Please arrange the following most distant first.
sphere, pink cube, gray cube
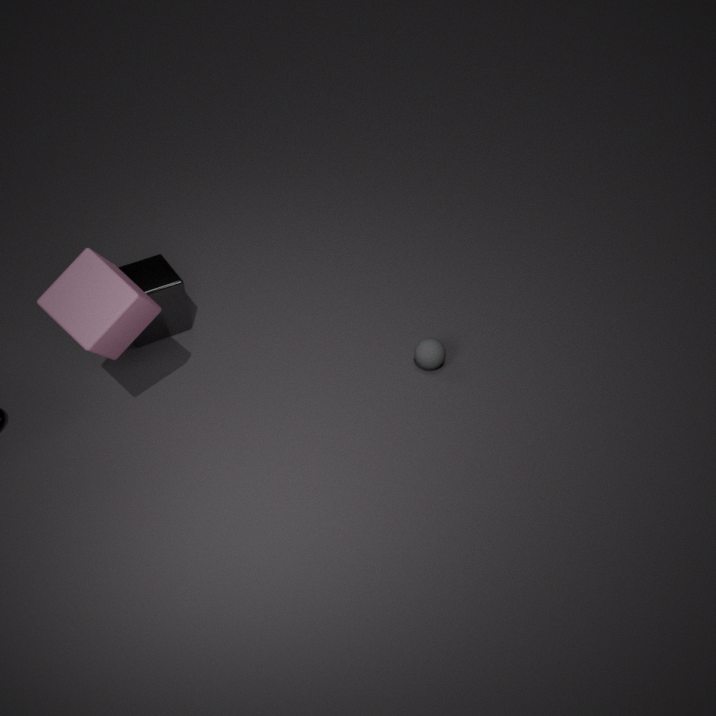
gray cube < sphere < pink cube
